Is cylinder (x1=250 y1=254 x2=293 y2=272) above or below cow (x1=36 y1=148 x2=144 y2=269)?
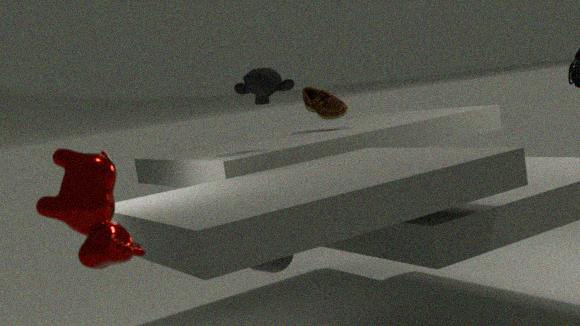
below
